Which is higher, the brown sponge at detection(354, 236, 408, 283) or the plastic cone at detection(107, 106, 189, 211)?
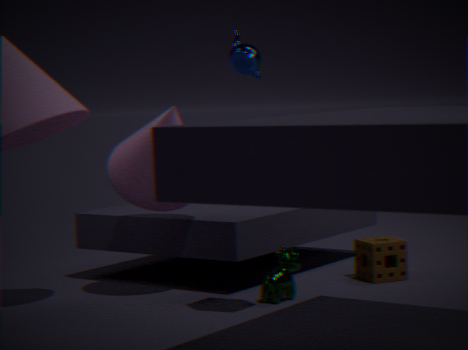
the plastic cone at detection(107, 106, 189, 211)
